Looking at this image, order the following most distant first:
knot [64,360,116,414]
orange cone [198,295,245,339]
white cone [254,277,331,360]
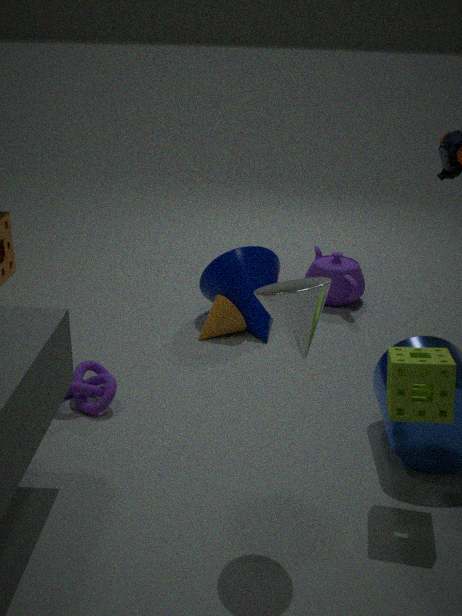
orange cone [198,295,245,339]
knot [64,360,116,414]
white cone [254,277,331,360]
